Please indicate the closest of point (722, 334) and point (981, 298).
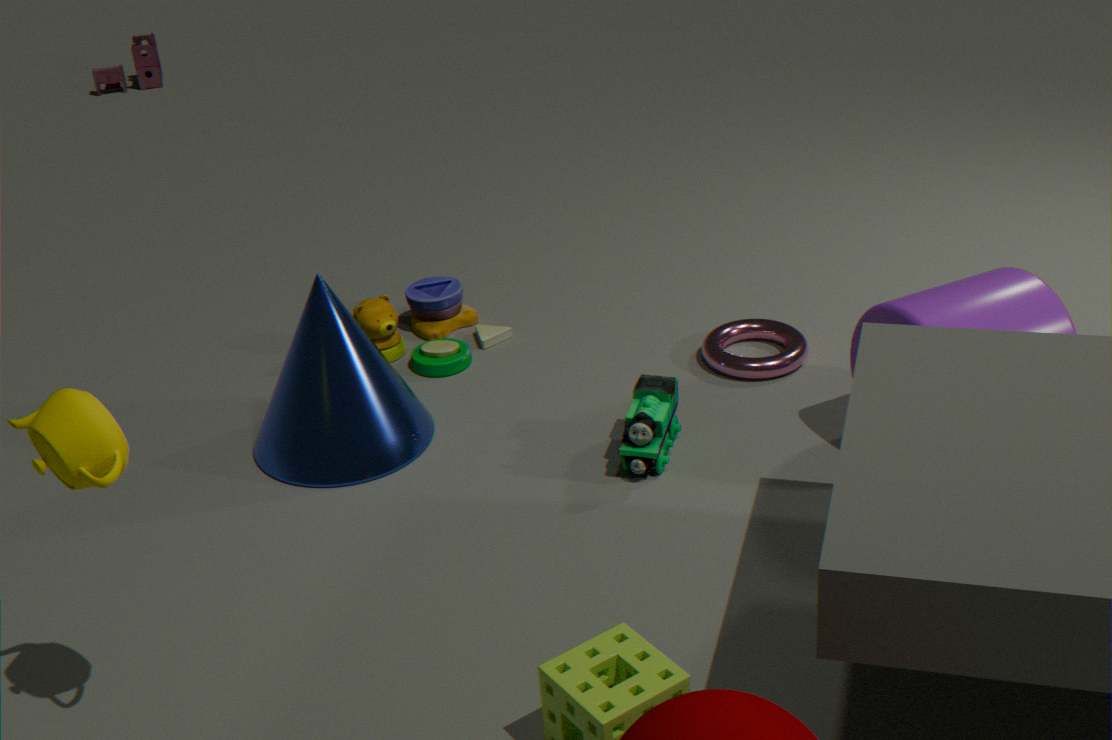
point (981, 298)
